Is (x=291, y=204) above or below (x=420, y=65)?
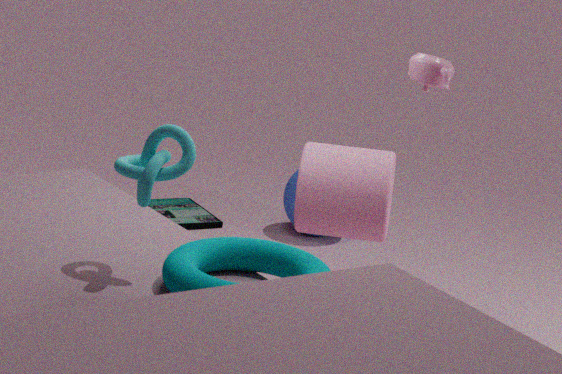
below
